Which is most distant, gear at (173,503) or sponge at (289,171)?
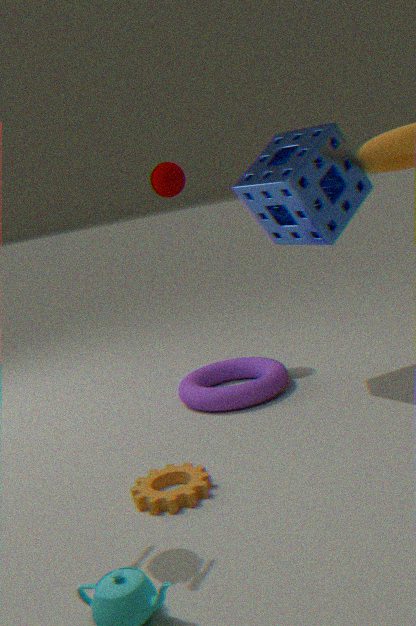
sponge at (289,171)
